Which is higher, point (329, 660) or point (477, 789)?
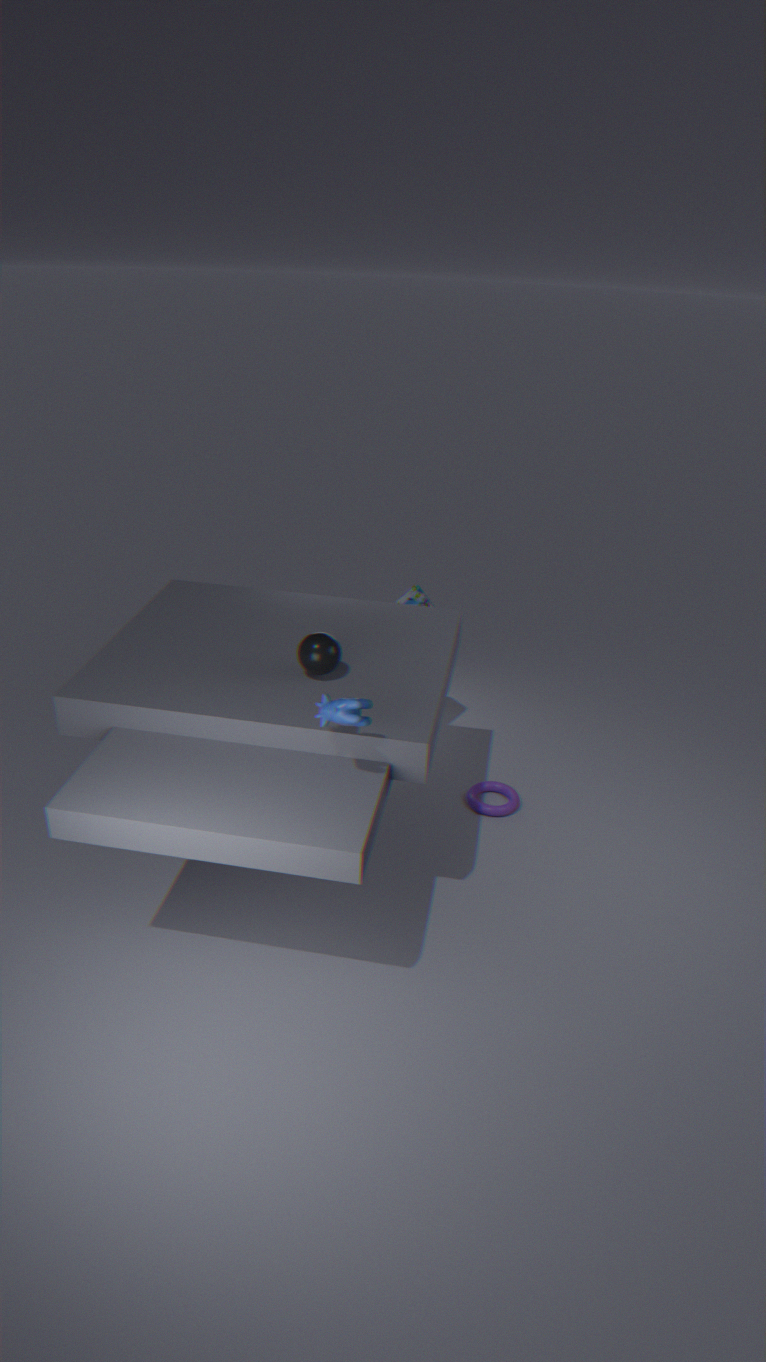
point (329, 660)
